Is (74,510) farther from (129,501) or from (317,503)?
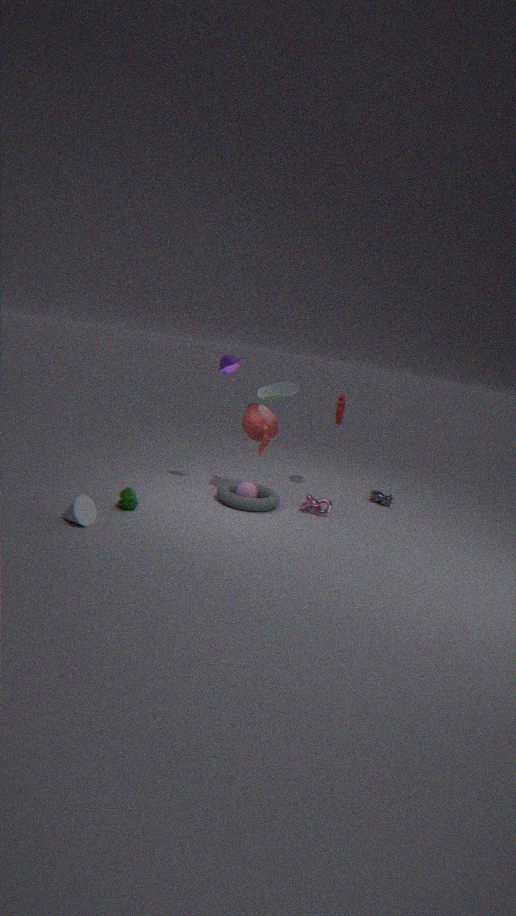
(317,503)
